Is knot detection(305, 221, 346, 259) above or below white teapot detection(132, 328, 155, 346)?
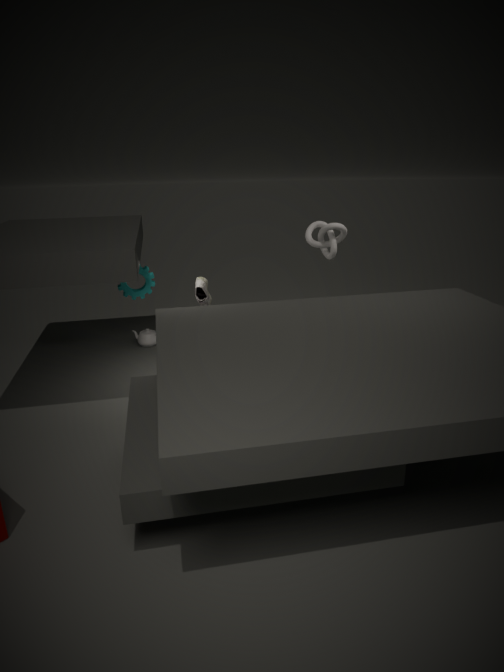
above
